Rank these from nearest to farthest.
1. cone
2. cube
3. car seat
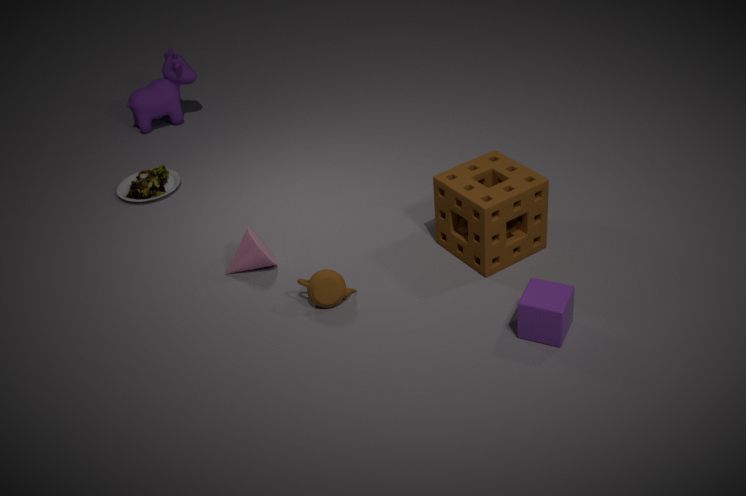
cube
cone
car seat
